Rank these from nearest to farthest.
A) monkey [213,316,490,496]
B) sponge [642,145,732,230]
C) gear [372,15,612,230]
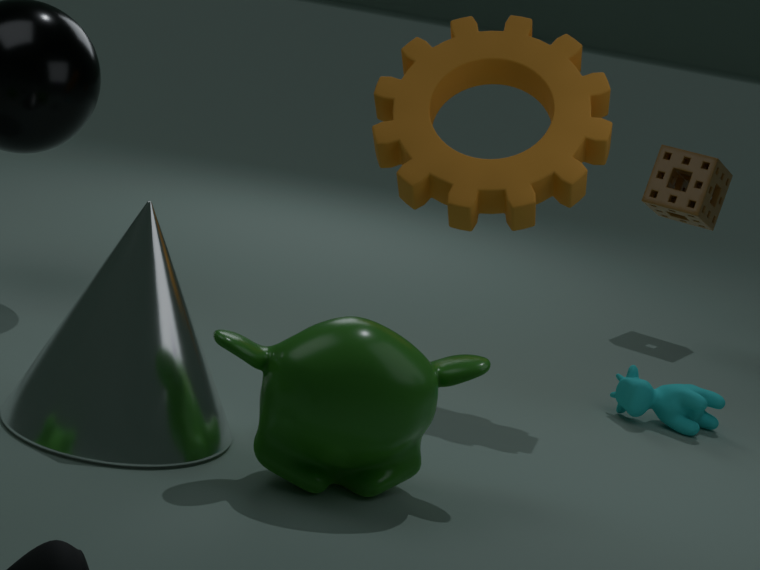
monkey [213,316,490,496]
gear [372,15,612,230]
sponge [642,145,732,230]
